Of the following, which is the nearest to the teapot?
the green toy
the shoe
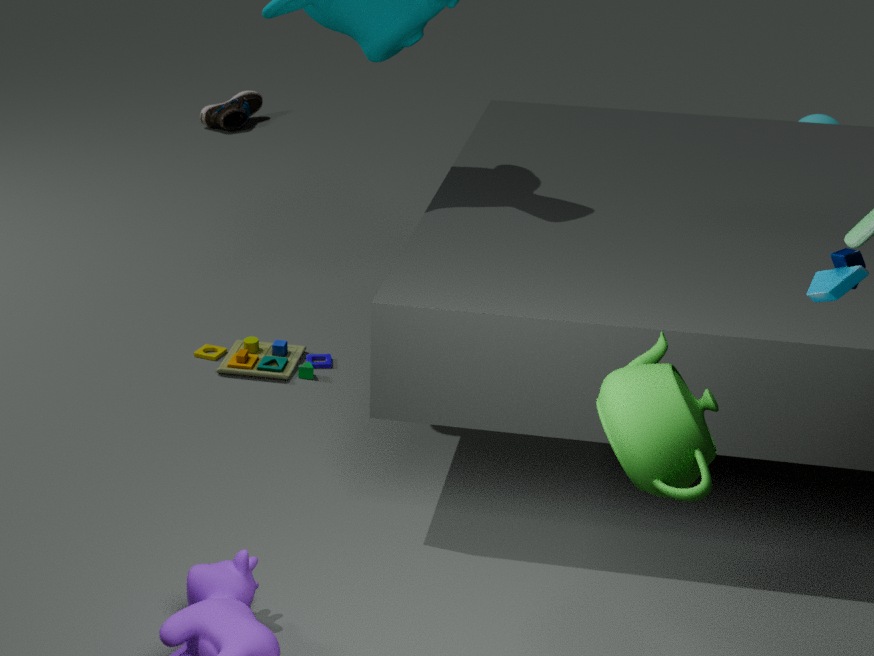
the green toy
